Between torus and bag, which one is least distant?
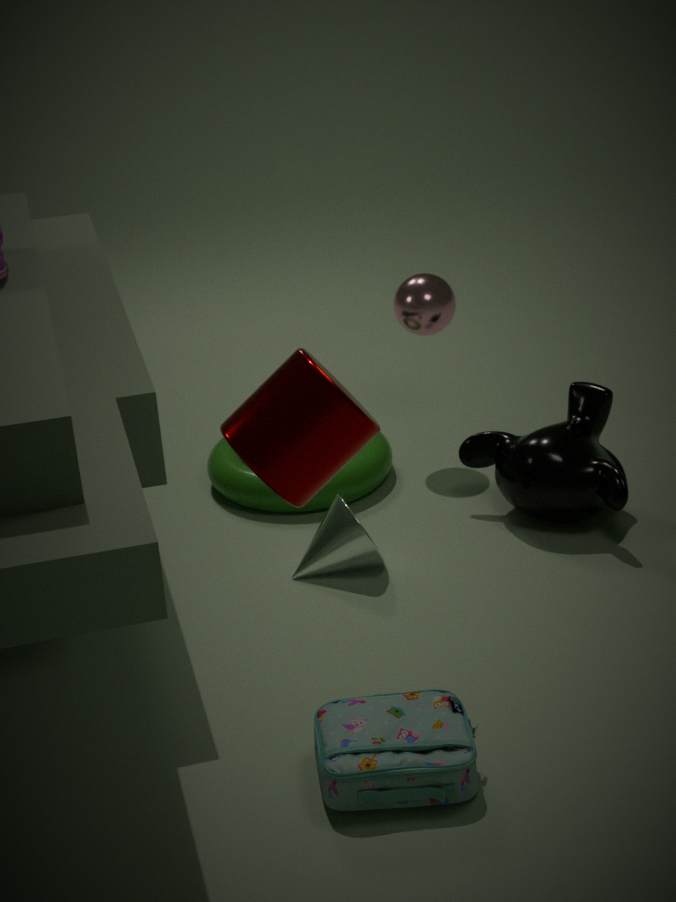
bag
